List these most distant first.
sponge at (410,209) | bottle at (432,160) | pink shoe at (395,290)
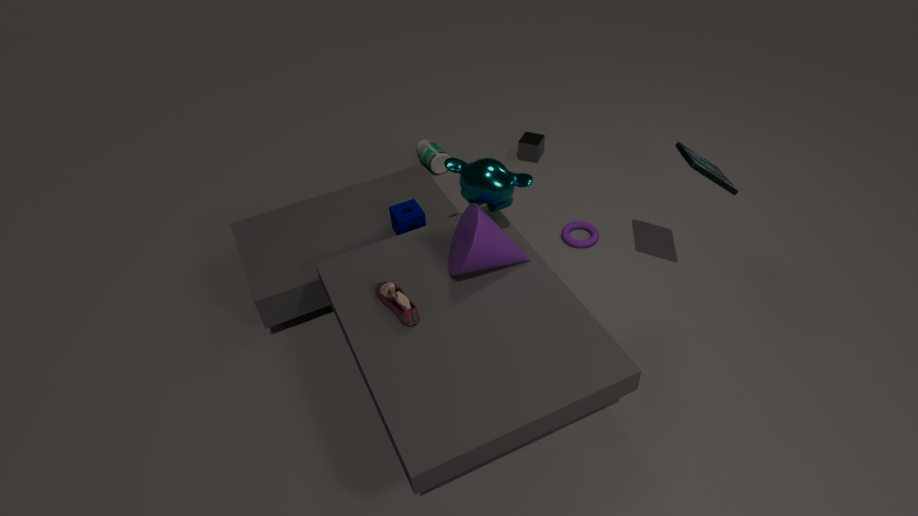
bottle at (432,160), sponge at (410,209), pink shoe at (395,290)
